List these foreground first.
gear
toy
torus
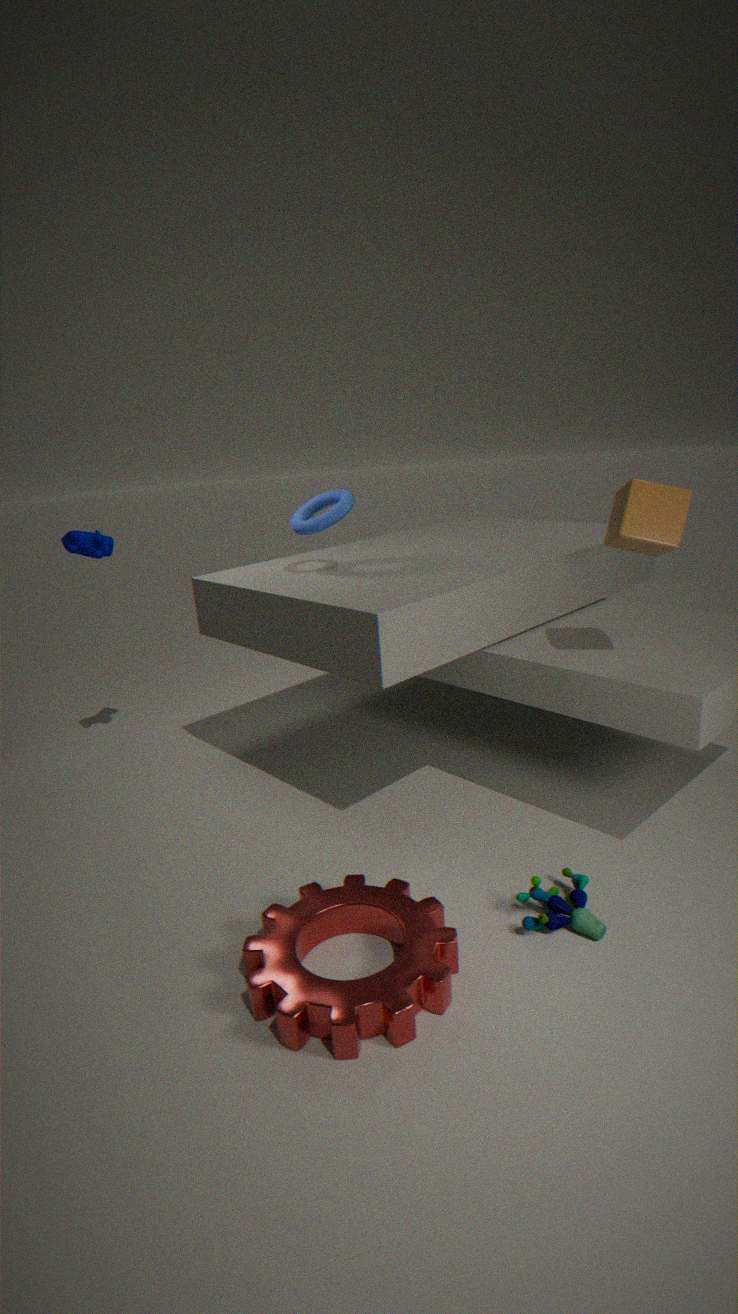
gear → toy → torus
